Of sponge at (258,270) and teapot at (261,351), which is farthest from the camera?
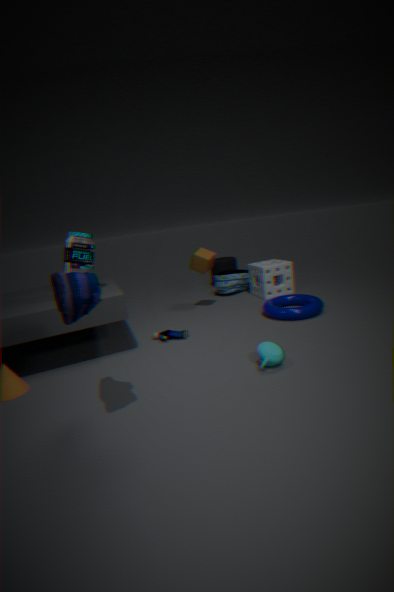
sponge at (258,270)
